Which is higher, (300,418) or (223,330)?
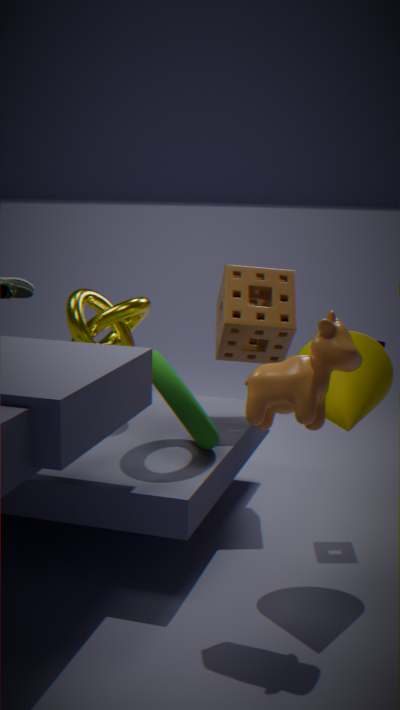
(223,330)
